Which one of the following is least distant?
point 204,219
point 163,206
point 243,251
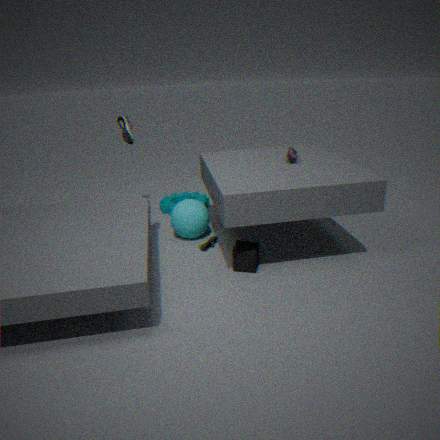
point 243,251
